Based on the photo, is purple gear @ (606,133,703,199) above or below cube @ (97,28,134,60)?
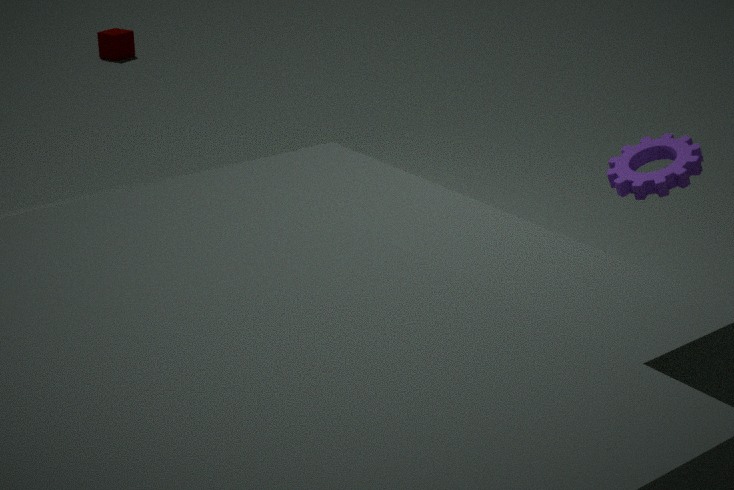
above
